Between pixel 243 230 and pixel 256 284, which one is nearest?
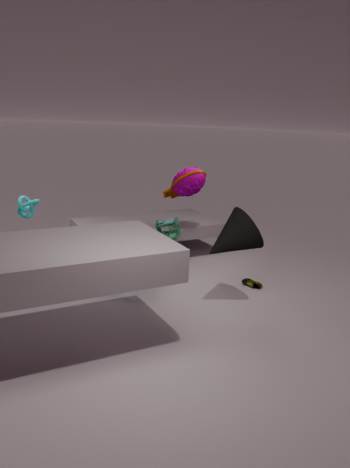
pixel 243 230
